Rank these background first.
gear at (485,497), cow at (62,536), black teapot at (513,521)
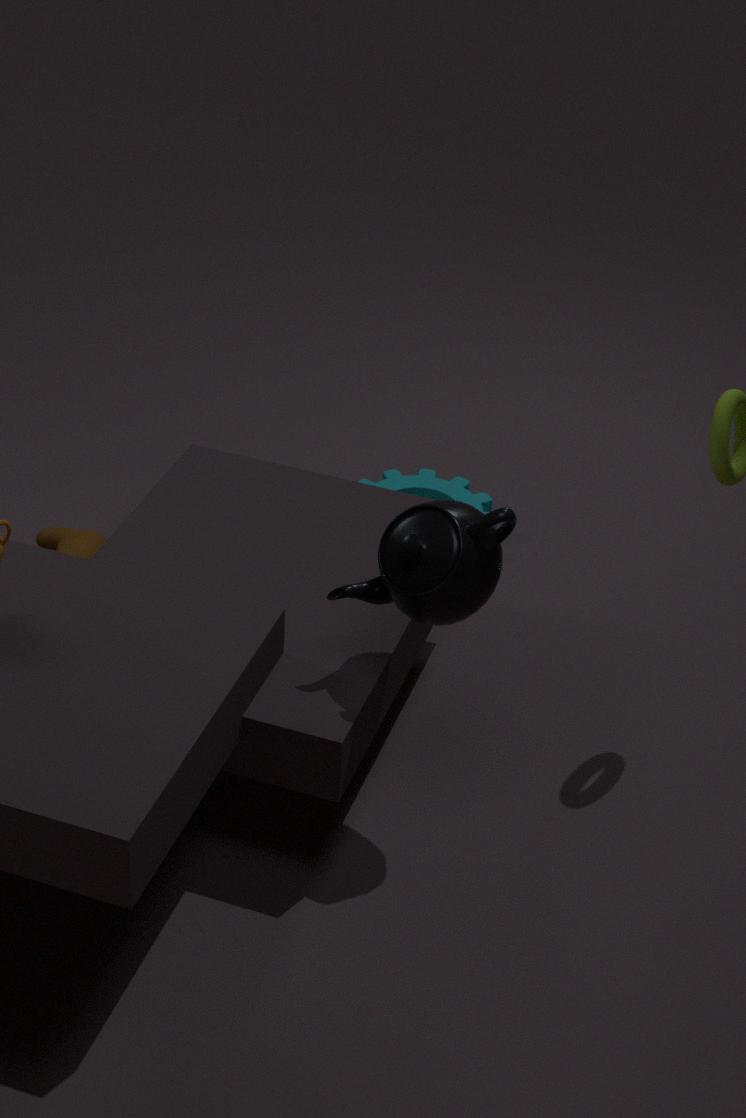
gear at (485,497), cow at (62,536), black teapot at (513,521)
